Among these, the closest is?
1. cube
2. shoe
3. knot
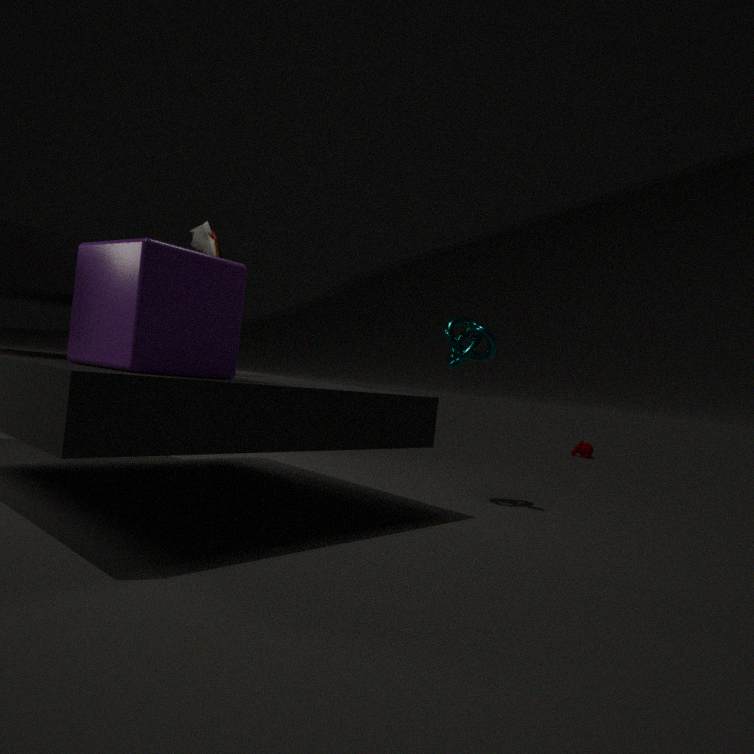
cube
